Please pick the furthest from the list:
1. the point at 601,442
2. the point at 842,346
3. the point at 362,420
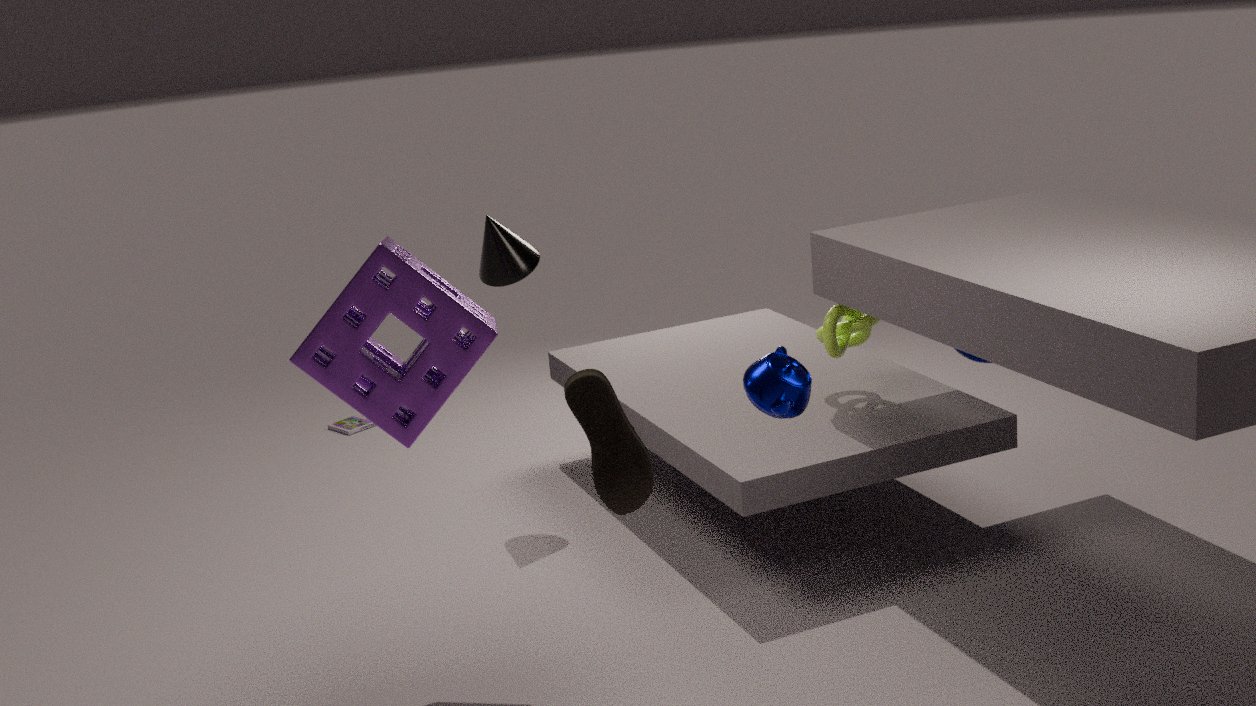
the point at 362,420
